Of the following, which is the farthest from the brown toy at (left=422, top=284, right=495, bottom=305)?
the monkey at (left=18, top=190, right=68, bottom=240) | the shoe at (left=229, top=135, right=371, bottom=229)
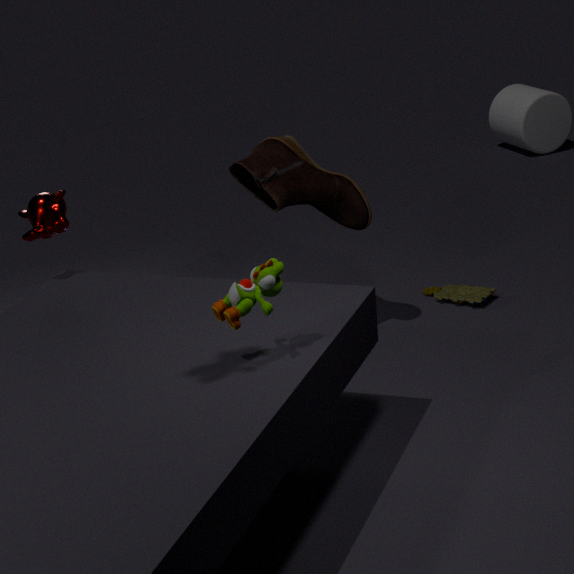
the monkey at (left=18, top=190, right=68, bottom=240)
